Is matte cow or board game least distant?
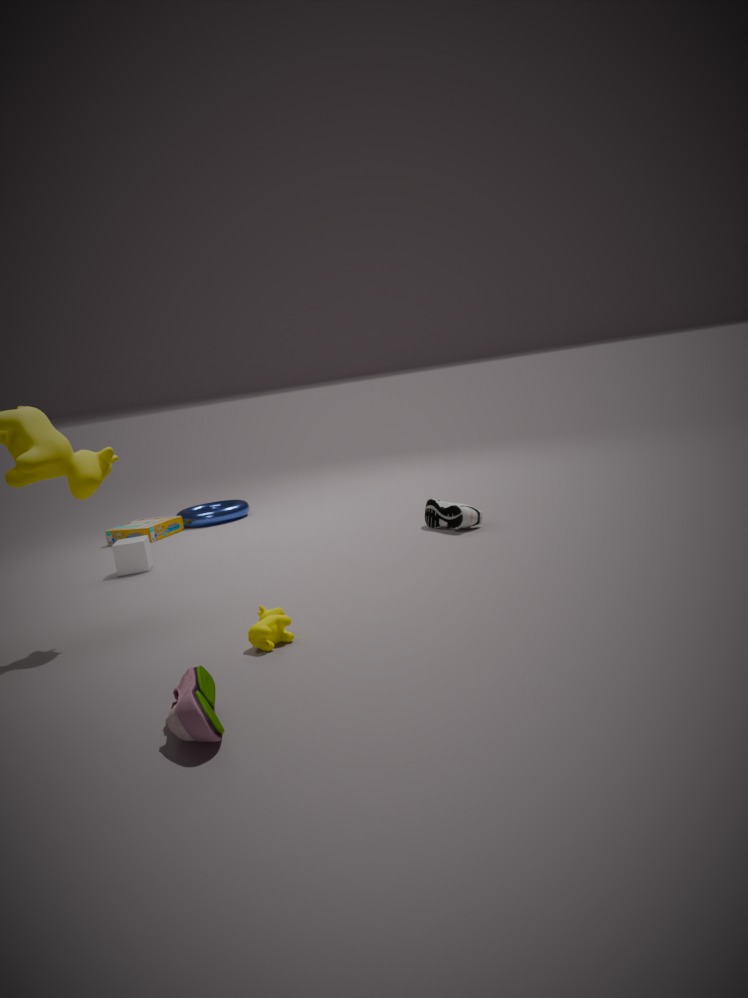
matte cow
